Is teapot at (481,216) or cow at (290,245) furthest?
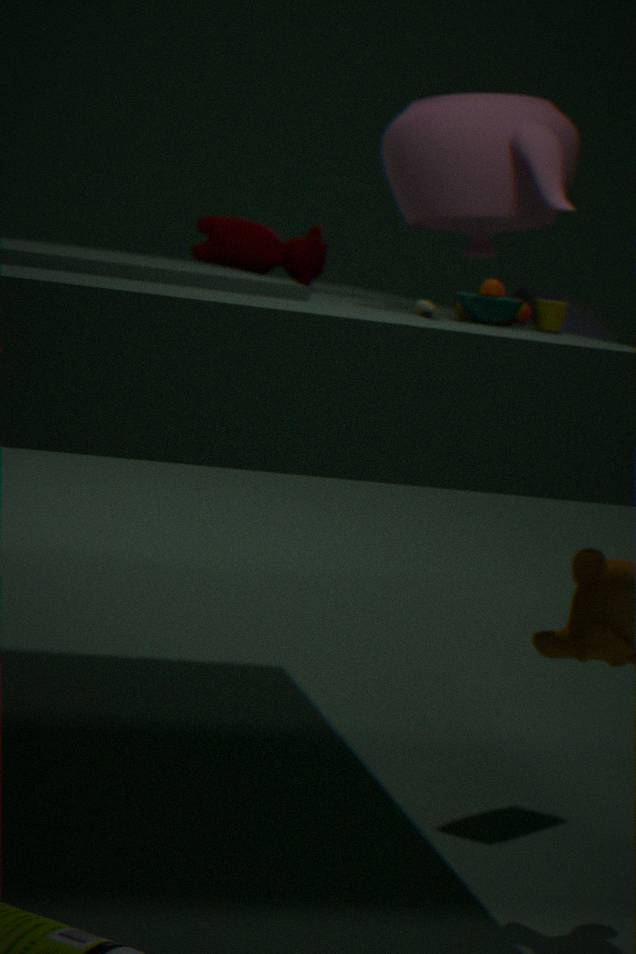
cow at (290,245)
